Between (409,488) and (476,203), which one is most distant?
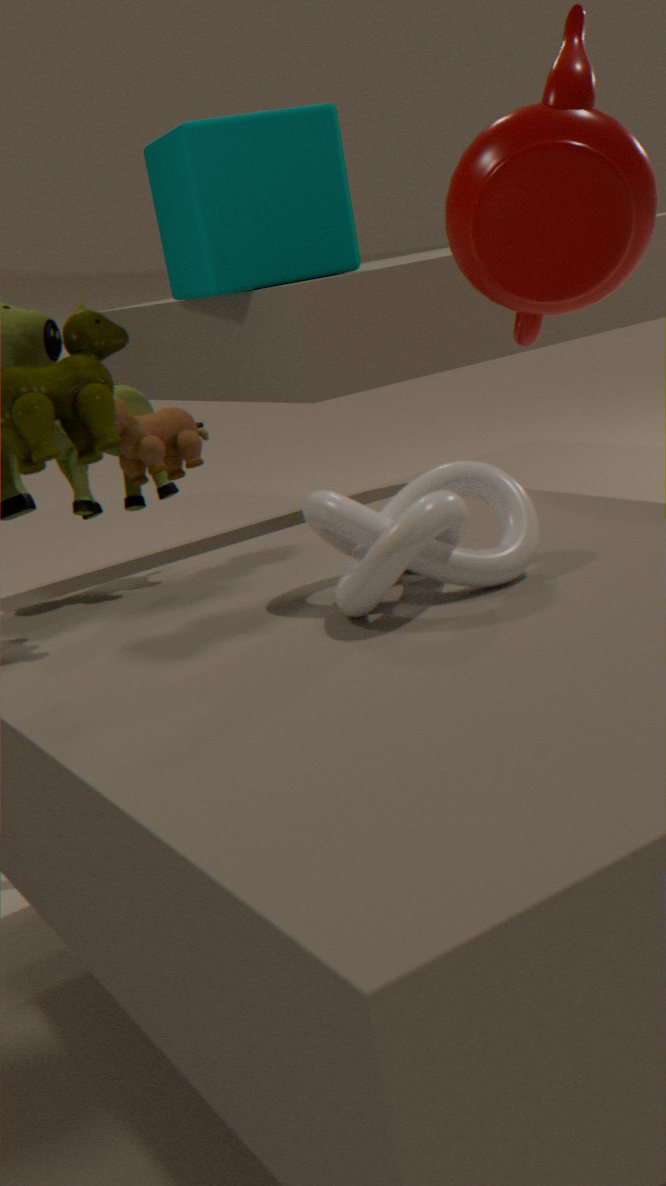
(476,203)
